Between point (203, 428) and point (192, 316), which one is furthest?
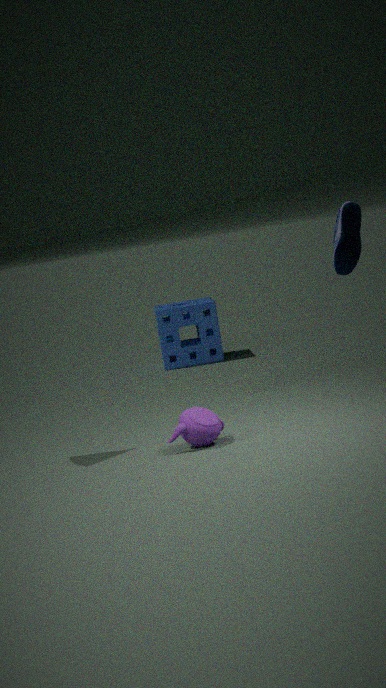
point (192, 316)
